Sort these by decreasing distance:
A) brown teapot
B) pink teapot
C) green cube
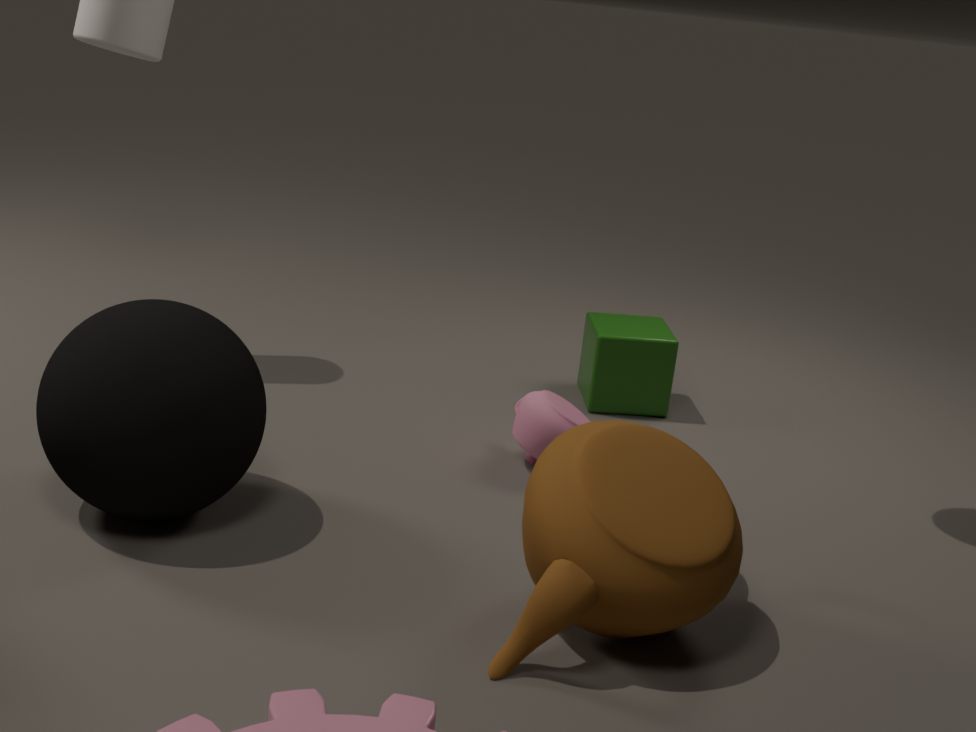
green cube → pink teapot → brown teapot
